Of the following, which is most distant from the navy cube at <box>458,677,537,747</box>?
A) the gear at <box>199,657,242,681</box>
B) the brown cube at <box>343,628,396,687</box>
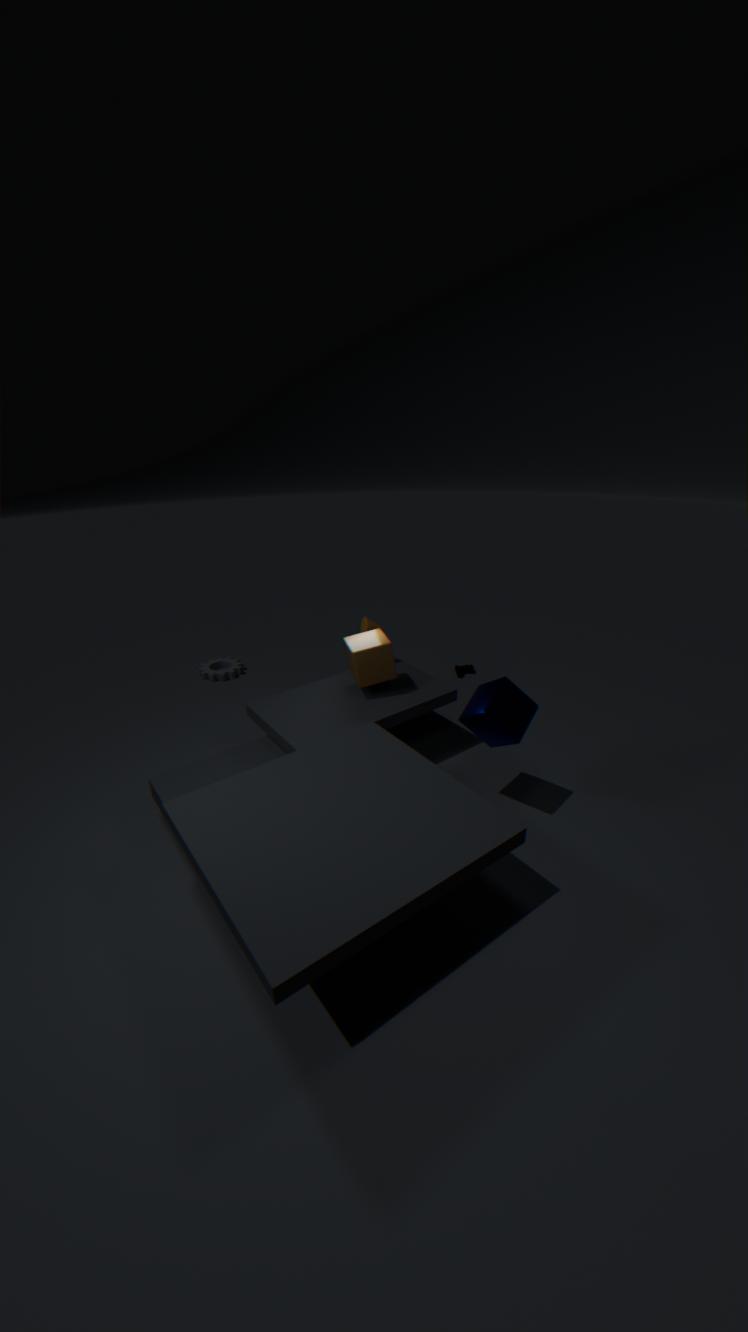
the gear at <box>199,657,242,681</box>
